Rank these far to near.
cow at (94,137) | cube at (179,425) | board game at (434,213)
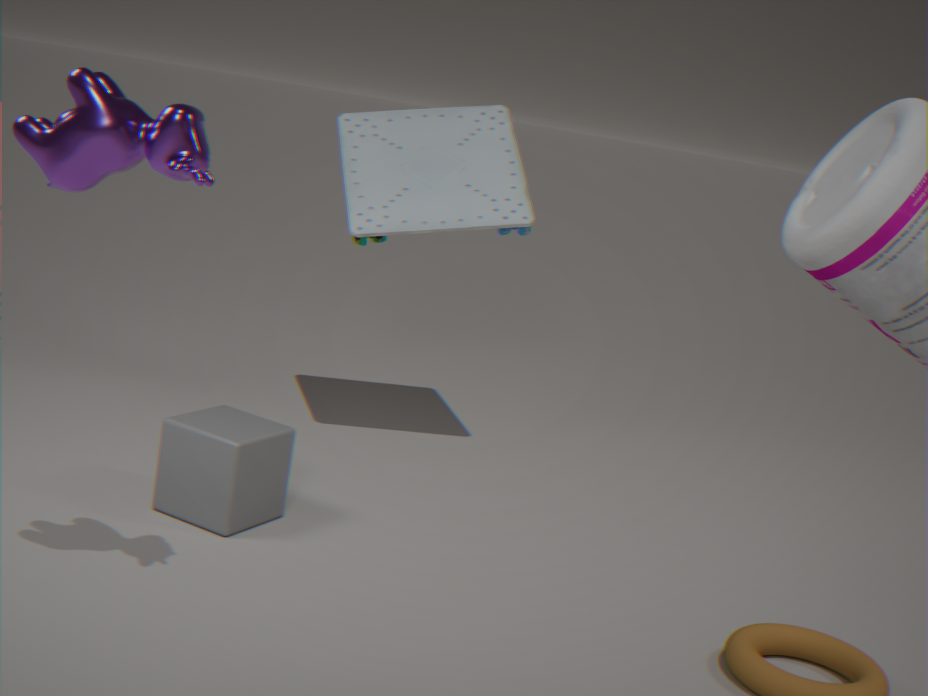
1. board game at (434,213)
2. cube at (179,425)
3. cow at (94,137)
